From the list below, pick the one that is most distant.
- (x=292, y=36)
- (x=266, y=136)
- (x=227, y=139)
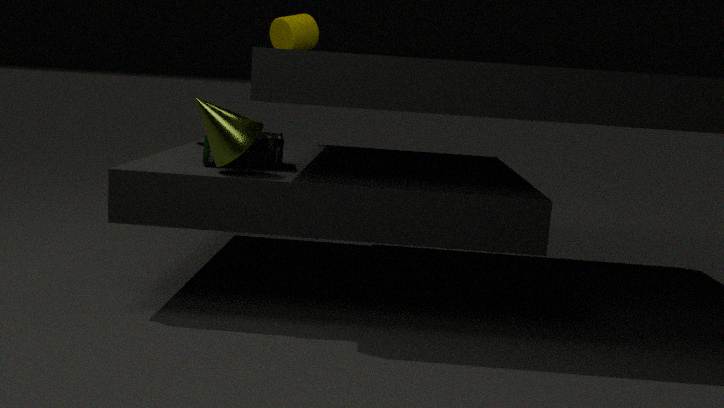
(x=292, y=36)
